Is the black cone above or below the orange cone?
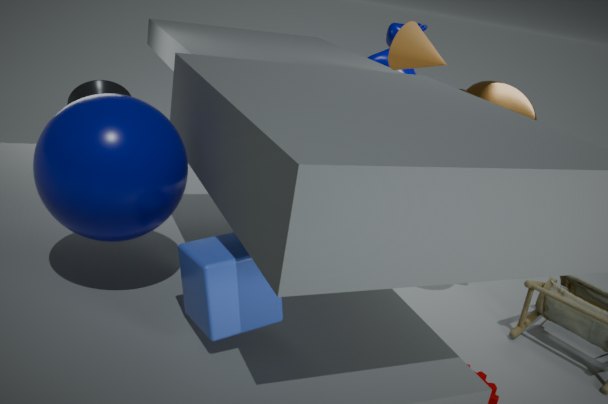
below
